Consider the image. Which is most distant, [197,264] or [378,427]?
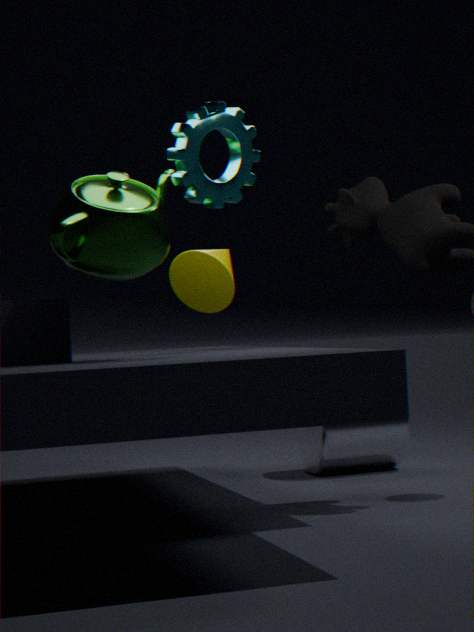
[378,427]
